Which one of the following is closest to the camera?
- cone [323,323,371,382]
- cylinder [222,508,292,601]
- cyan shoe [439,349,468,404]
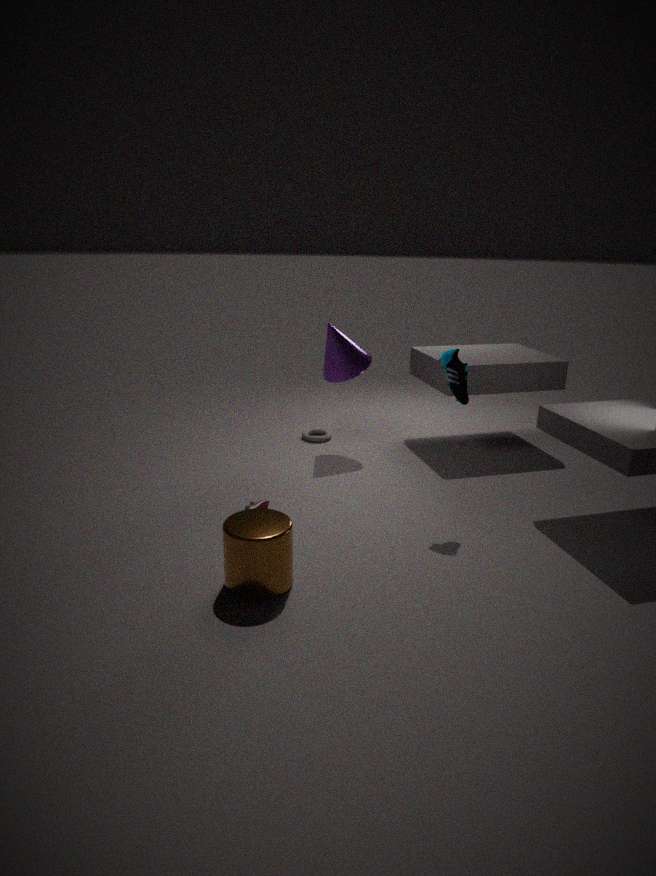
cylinder [222,508,292,601]
